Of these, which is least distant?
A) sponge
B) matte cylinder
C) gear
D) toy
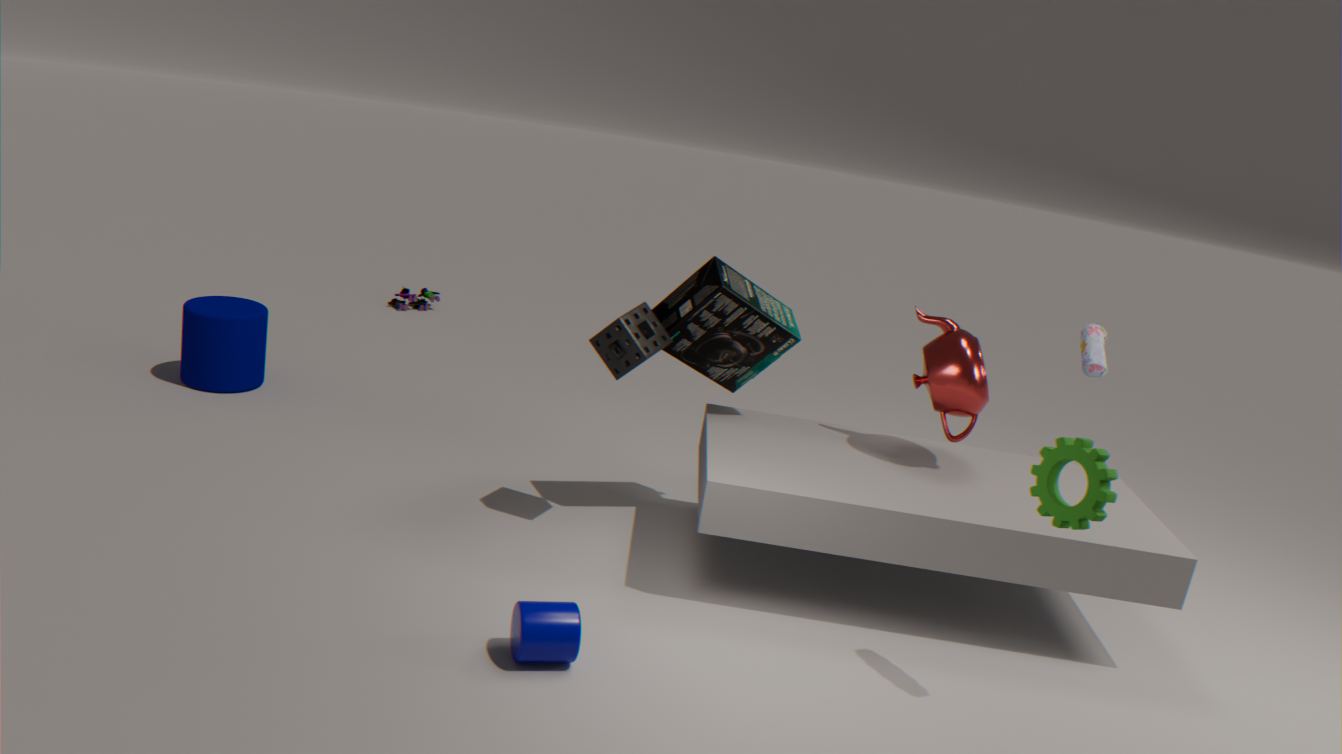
gear
